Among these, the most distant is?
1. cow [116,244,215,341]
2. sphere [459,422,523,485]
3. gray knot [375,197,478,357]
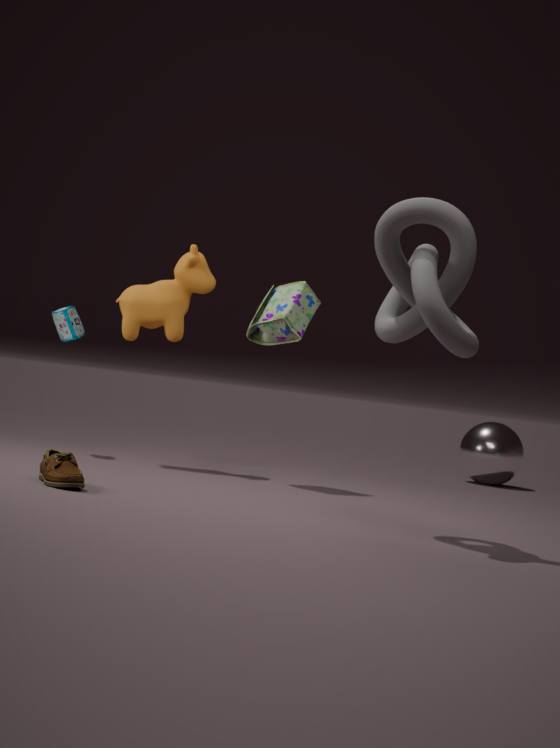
sphere [459,422,523,485]
